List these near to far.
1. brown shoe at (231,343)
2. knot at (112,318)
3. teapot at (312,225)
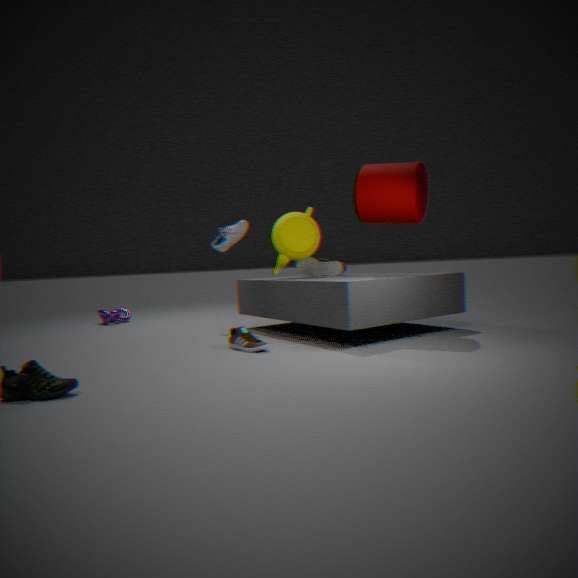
brown shoe at (231,343)
teapot at (312,225)
knot at (112,318)
